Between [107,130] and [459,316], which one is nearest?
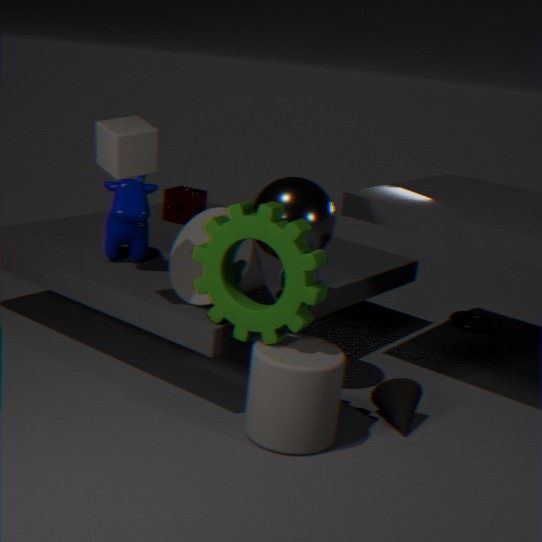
[107,130]
